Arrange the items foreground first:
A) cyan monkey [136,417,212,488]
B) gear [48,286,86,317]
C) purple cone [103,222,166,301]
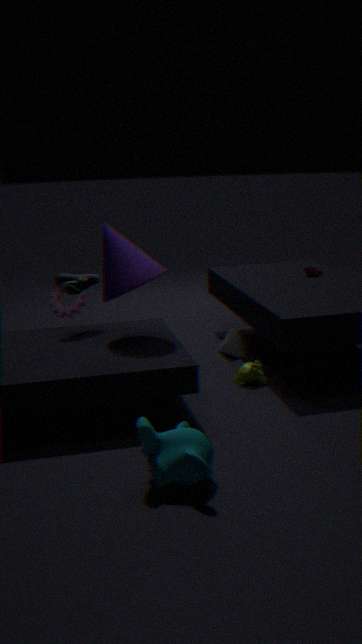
cyan monkey [136,417,212,488] < purple cone [103,222,166,301] < gear [48,286,86,317]
